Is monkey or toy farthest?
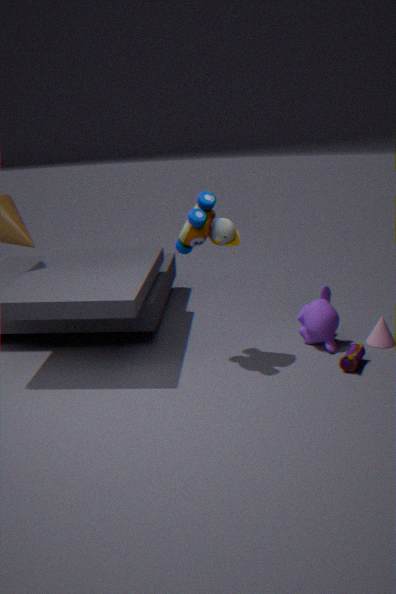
monkey
